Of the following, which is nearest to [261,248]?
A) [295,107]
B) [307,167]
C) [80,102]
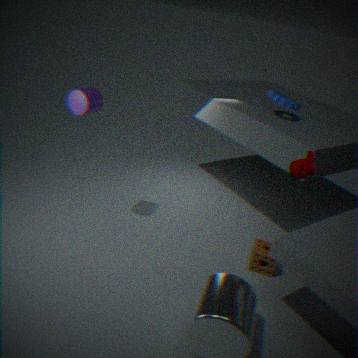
[307,167]
